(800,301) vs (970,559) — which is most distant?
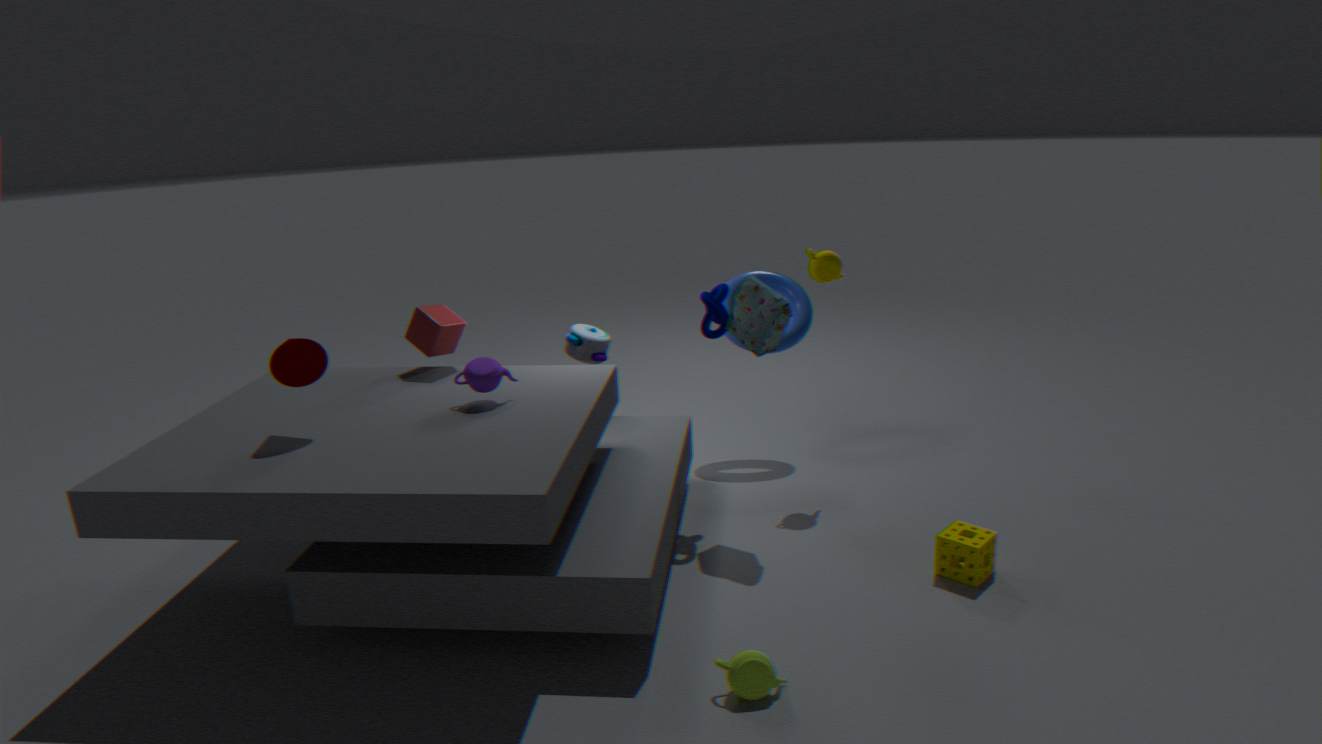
(800,301)
